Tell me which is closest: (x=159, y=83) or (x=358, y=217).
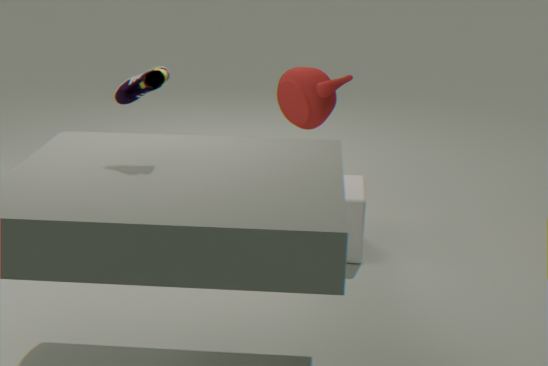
(x=159, y=83)
